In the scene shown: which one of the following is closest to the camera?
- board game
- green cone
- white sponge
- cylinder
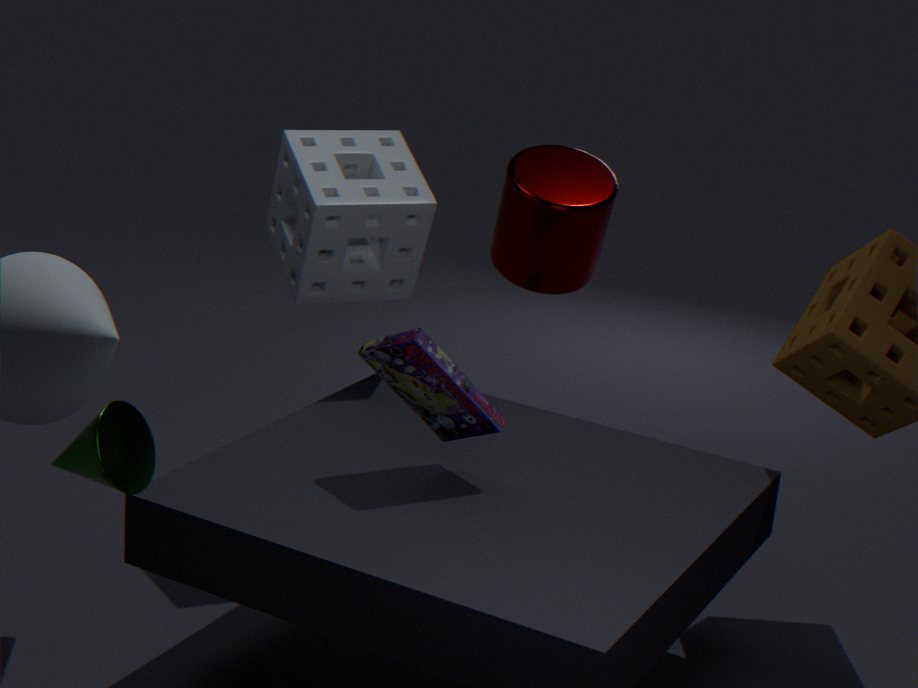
green cone
